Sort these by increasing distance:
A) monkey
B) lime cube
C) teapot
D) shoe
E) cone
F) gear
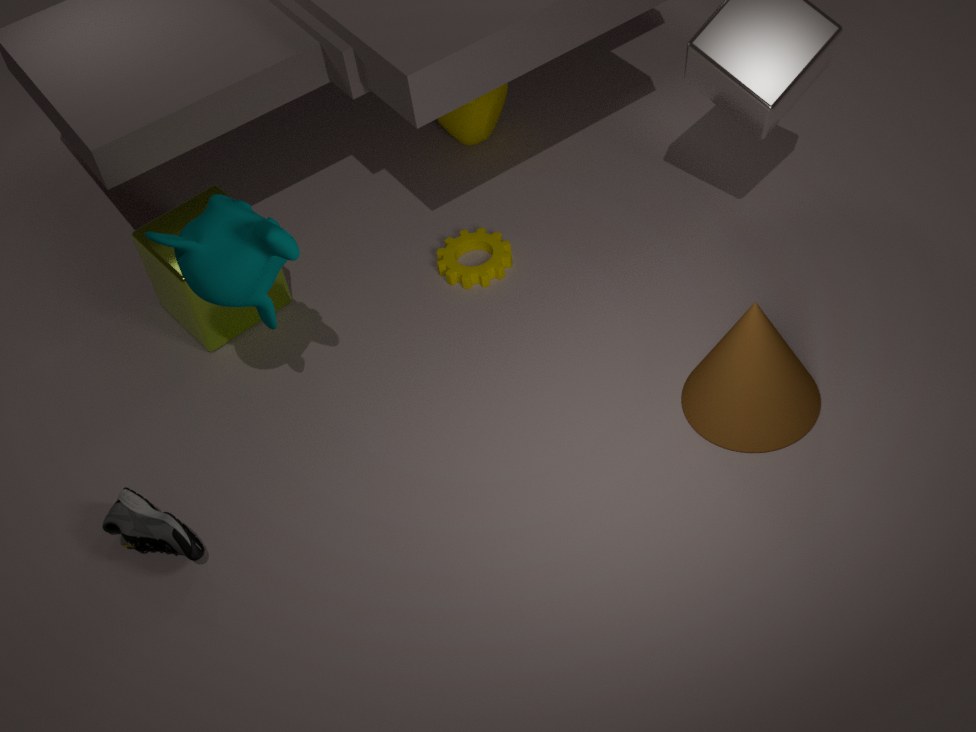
monkey < shoe < cone < lime cube < gear < teapot
